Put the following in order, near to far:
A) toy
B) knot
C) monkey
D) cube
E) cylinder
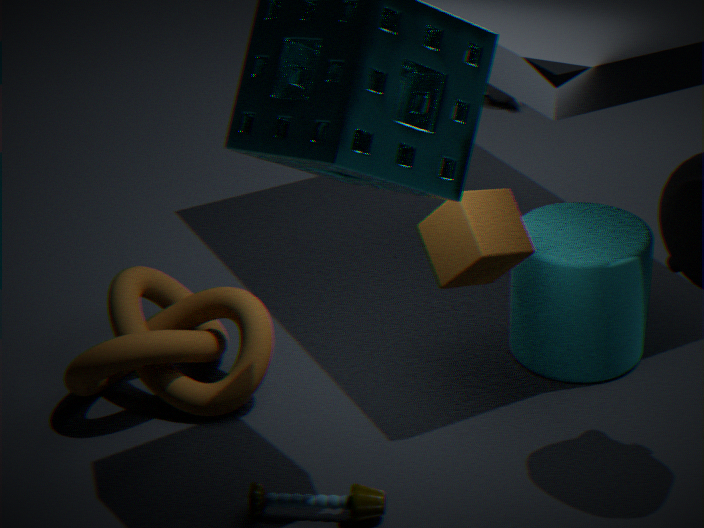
toy
cube
knot
cylinder
monkey
